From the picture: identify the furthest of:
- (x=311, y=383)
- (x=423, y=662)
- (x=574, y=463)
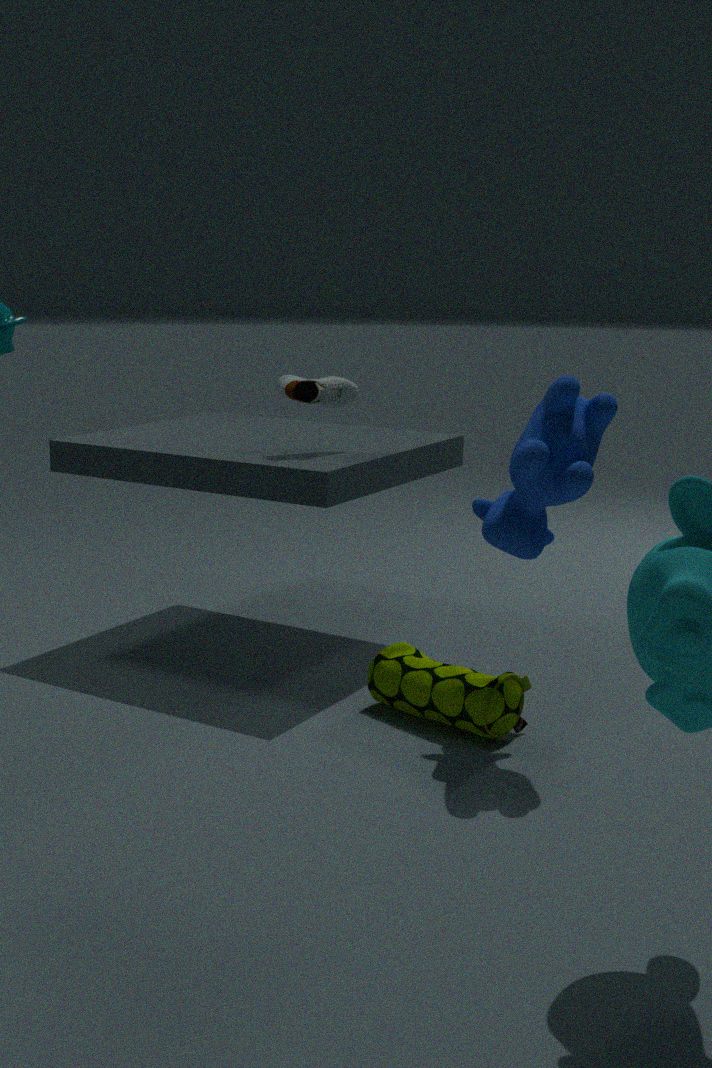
(x=311, y=383)
